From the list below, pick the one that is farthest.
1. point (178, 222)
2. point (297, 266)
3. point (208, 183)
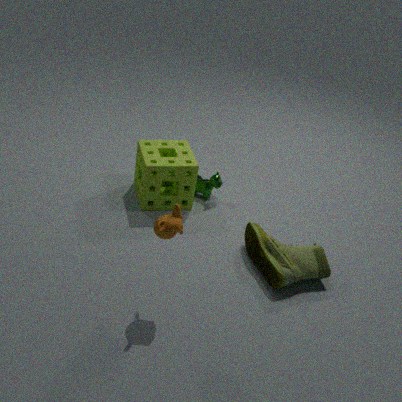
point (208, 183)
